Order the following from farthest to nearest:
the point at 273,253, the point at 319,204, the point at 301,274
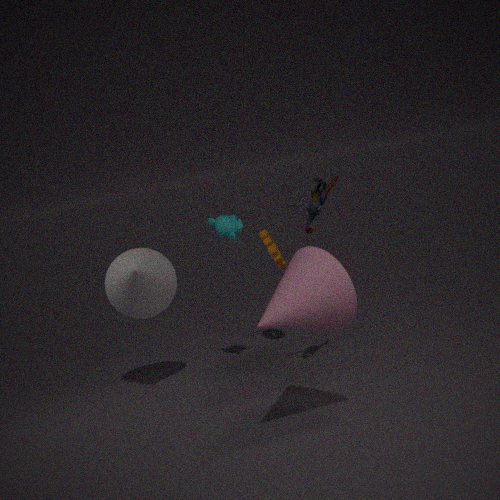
the point at 273,253 → the point at 319,204 → the point at 301,274
